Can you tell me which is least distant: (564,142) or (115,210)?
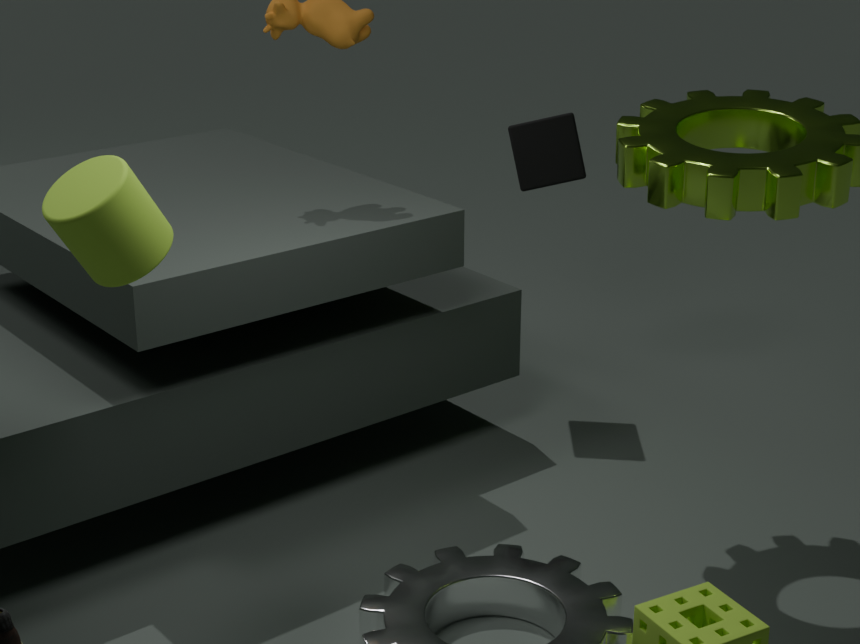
(115,210)
